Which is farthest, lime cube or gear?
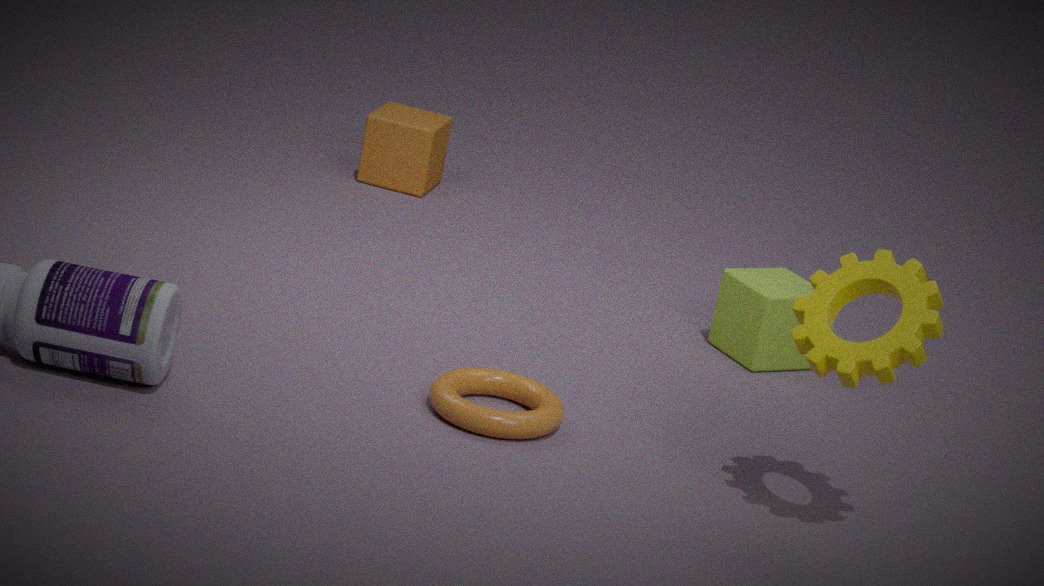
lime cube
